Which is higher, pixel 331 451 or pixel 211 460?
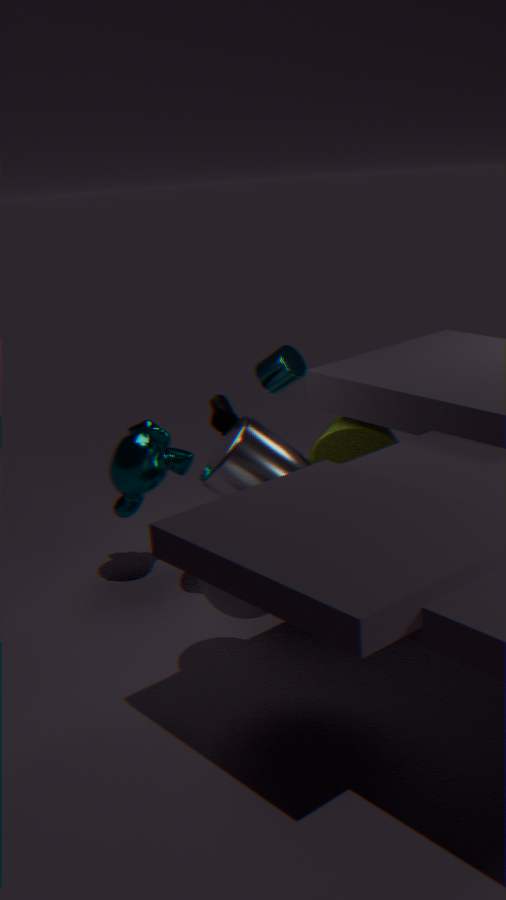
pixel 211 460
